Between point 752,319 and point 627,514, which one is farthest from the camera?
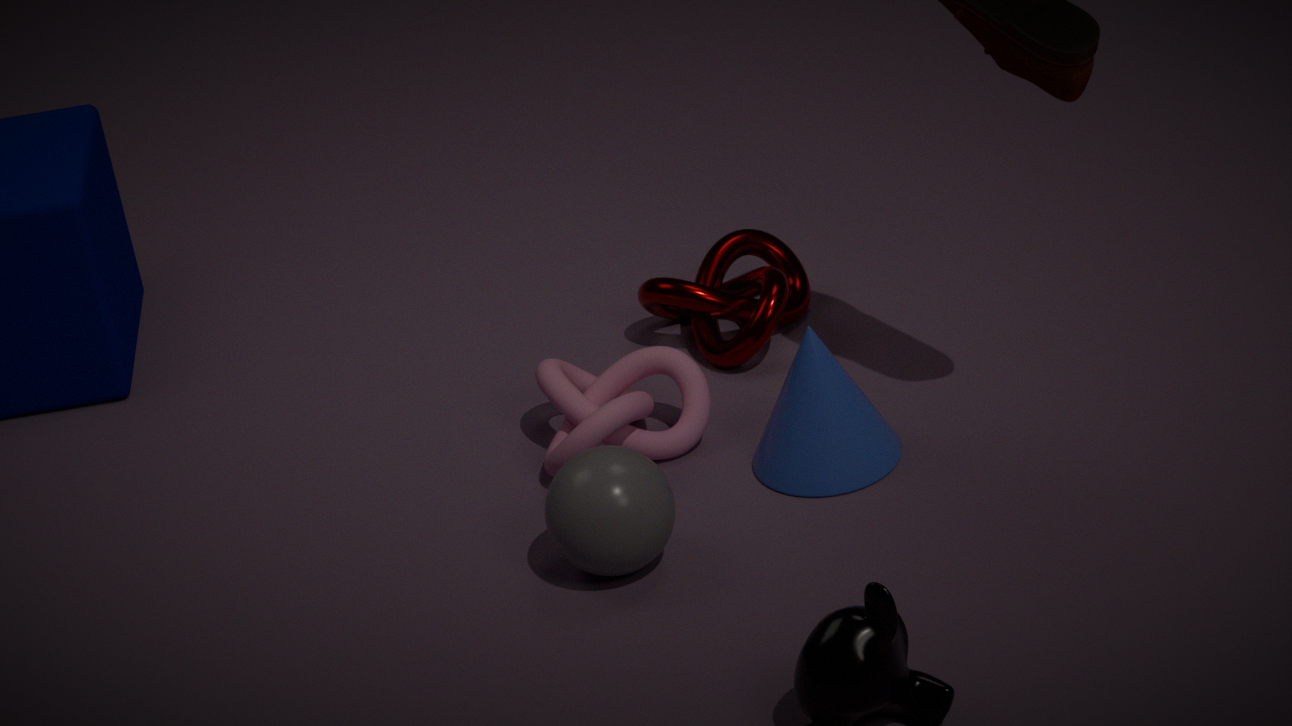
point 752,319
